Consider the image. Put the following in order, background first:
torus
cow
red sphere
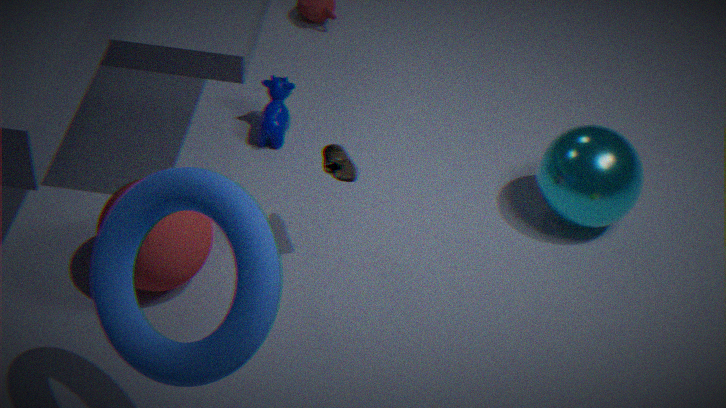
cow → red sphere → torus
